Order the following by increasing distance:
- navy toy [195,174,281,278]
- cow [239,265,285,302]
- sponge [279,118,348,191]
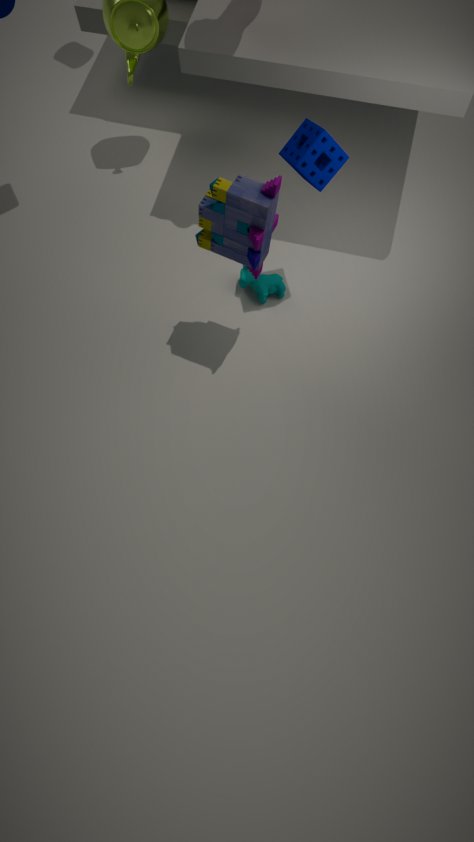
navy toy [195,174,281,278] → sponge [279,118,348,191] → cow [239,265,285,302]
